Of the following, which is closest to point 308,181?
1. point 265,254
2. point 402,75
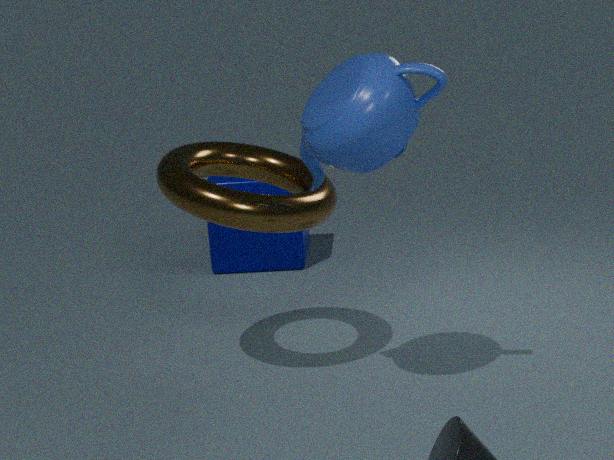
point 402,75
